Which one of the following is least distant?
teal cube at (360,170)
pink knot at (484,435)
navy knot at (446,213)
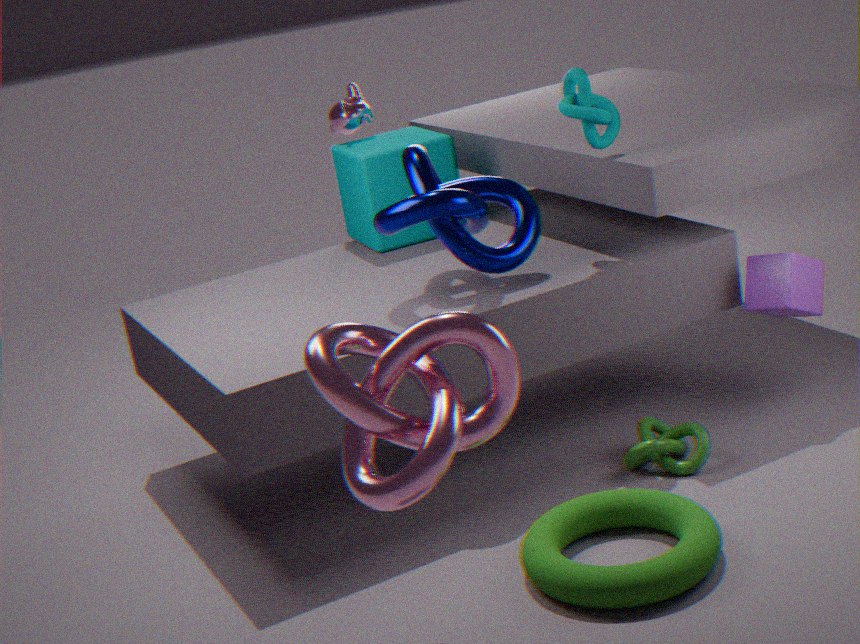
pink knot at (484,435)
